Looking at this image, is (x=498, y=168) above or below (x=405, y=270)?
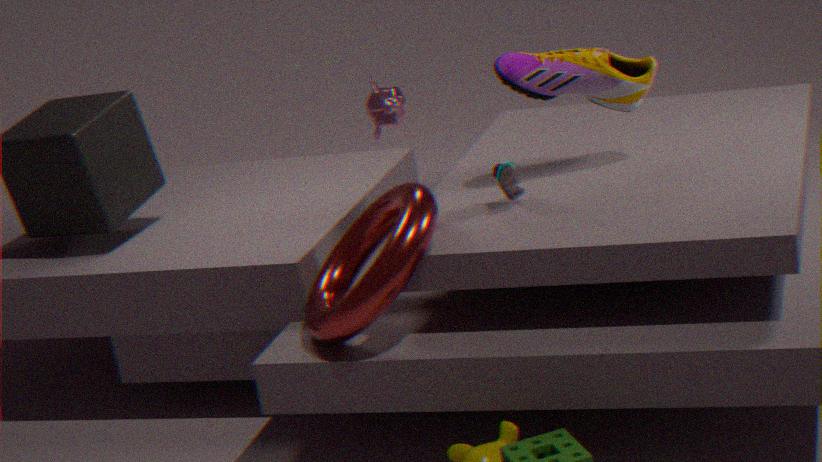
above
